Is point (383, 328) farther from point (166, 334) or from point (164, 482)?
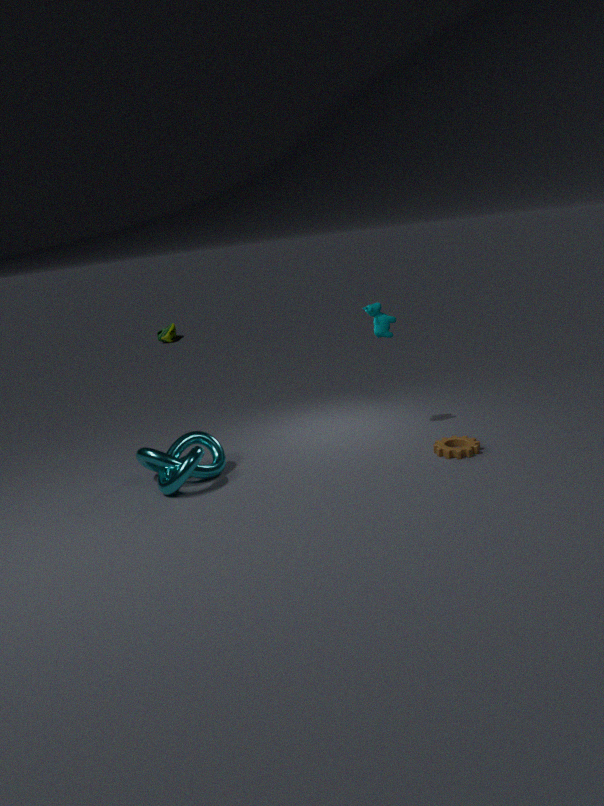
point (166, 334)
